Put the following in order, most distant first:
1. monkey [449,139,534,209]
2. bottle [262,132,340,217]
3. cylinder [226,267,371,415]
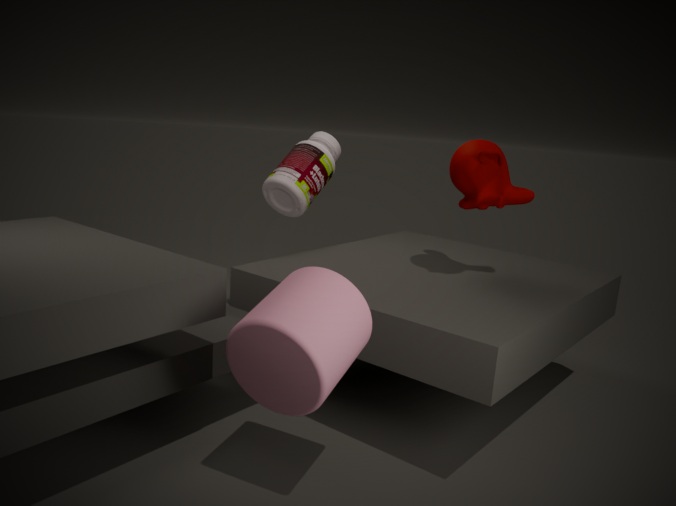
bottle [262,132,340,217] → monkey [449,139,534,209] → cylinder [226,267,371,415]
